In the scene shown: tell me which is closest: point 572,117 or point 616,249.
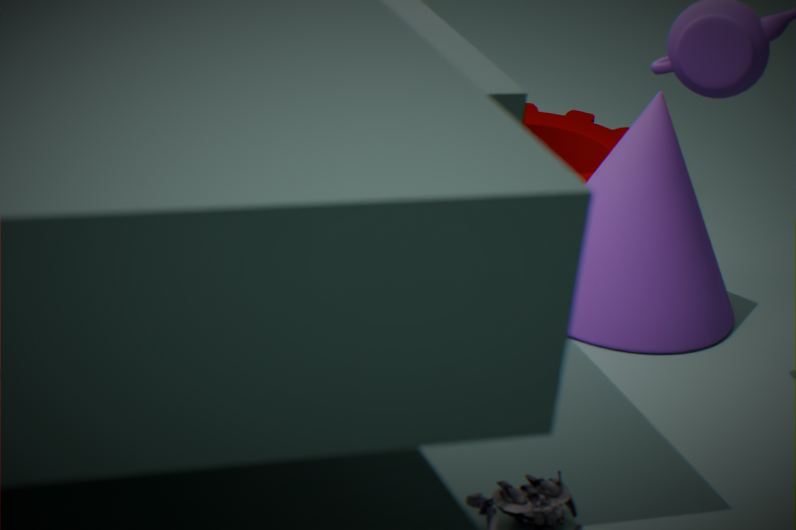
point 616,249
